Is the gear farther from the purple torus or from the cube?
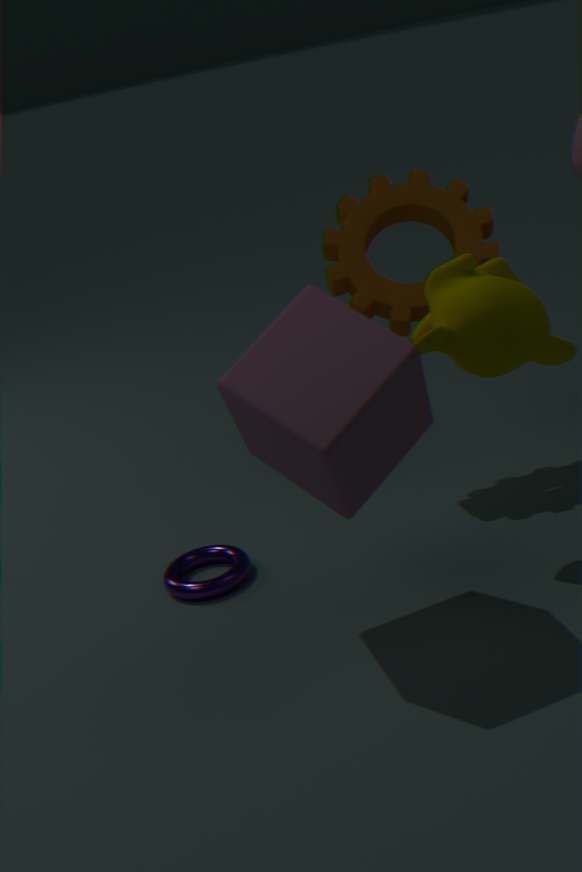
the purple torus
